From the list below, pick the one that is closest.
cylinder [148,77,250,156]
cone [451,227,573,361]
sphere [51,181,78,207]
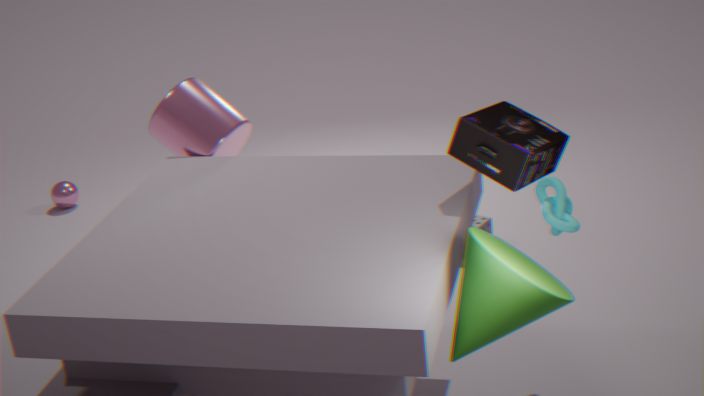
cone [451,227,573,361]
